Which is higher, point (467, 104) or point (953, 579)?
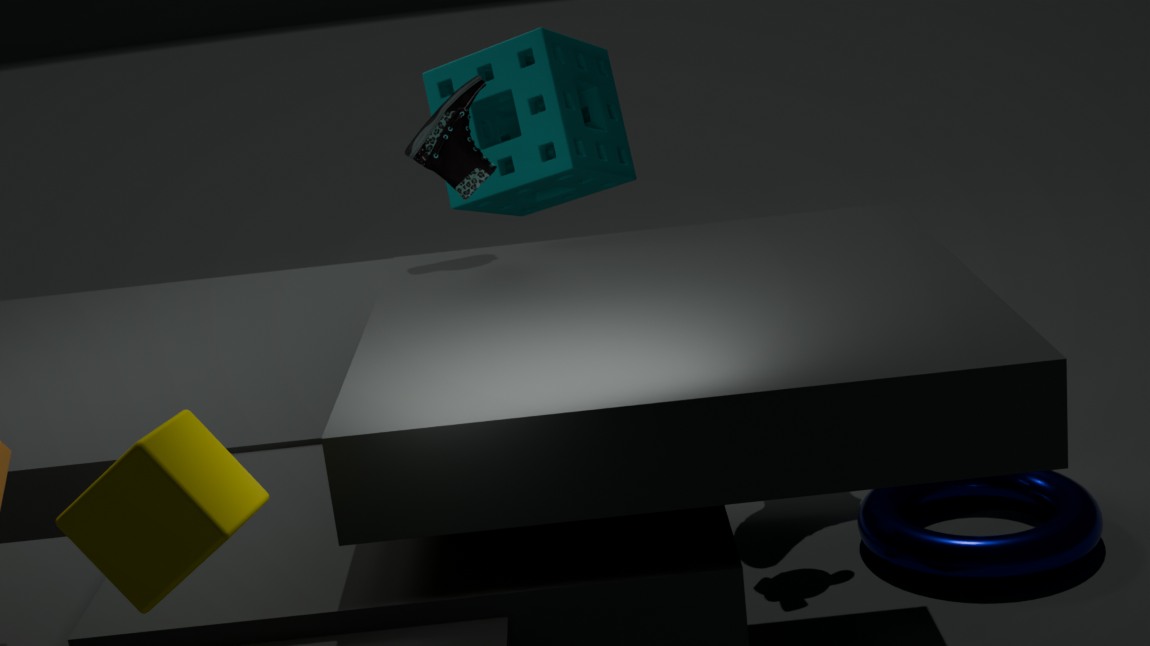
point (467, 104)
